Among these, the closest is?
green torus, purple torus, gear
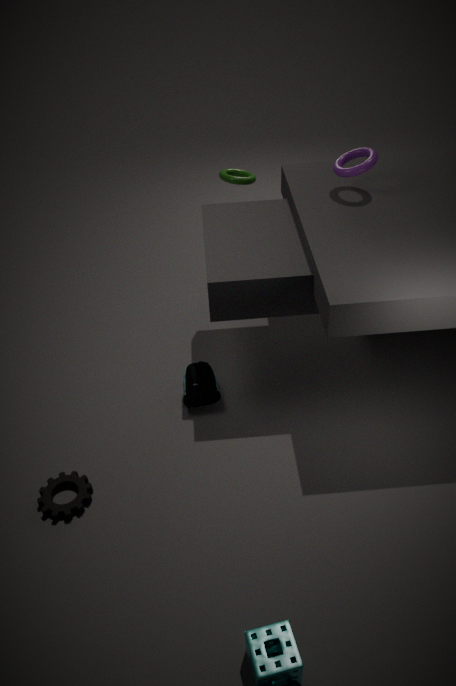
gear
